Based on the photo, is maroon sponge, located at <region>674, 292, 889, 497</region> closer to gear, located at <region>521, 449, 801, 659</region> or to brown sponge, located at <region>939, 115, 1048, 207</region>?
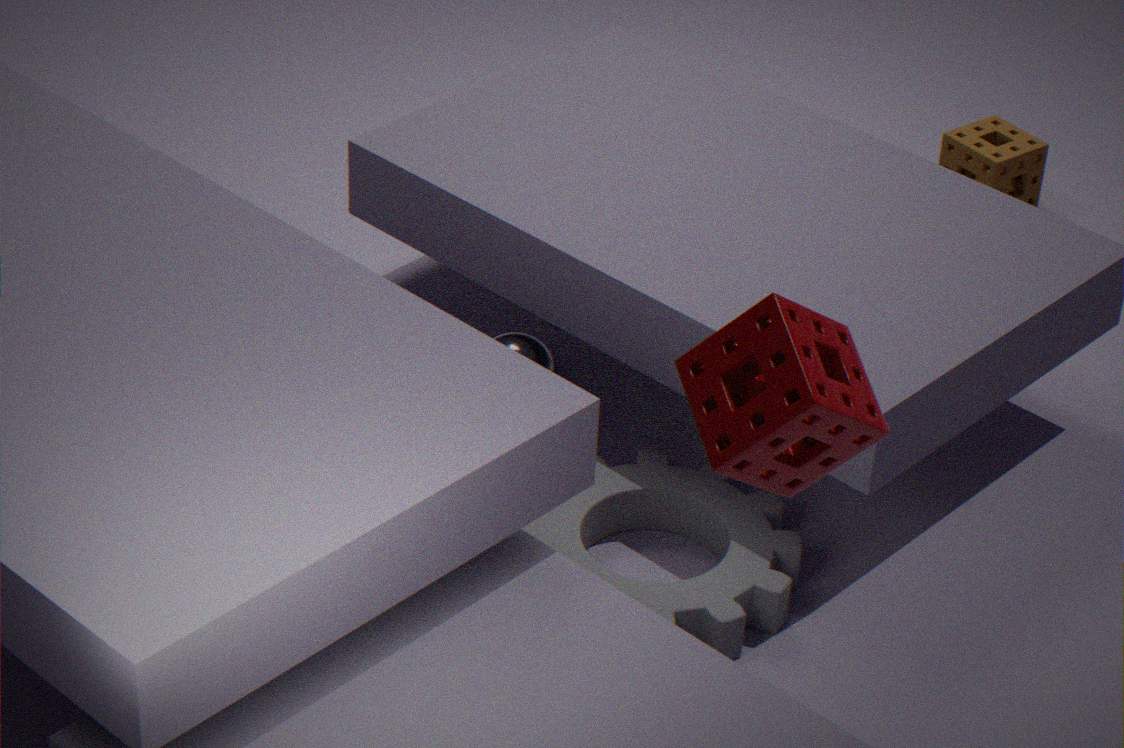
gear, located at <region>521, 449, 801, 659</region>
